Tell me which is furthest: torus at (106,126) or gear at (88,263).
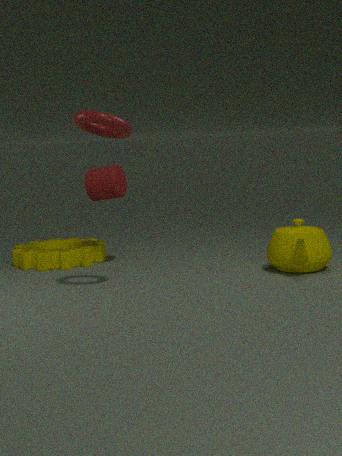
gear at (88,263)
